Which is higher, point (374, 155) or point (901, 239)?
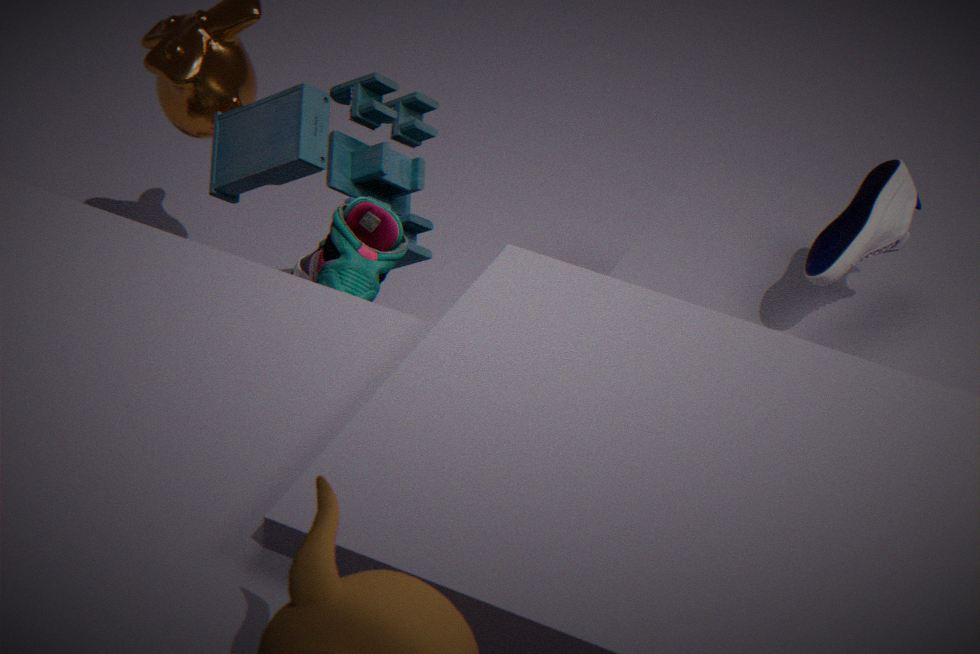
point (901, 239)
